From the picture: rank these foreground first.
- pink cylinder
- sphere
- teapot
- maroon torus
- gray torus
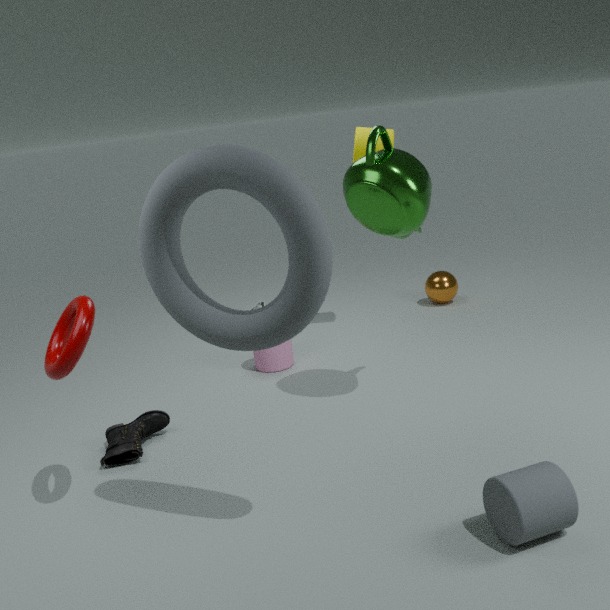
gray torus < maroon torus < teapot < pink cylinder < sphere
